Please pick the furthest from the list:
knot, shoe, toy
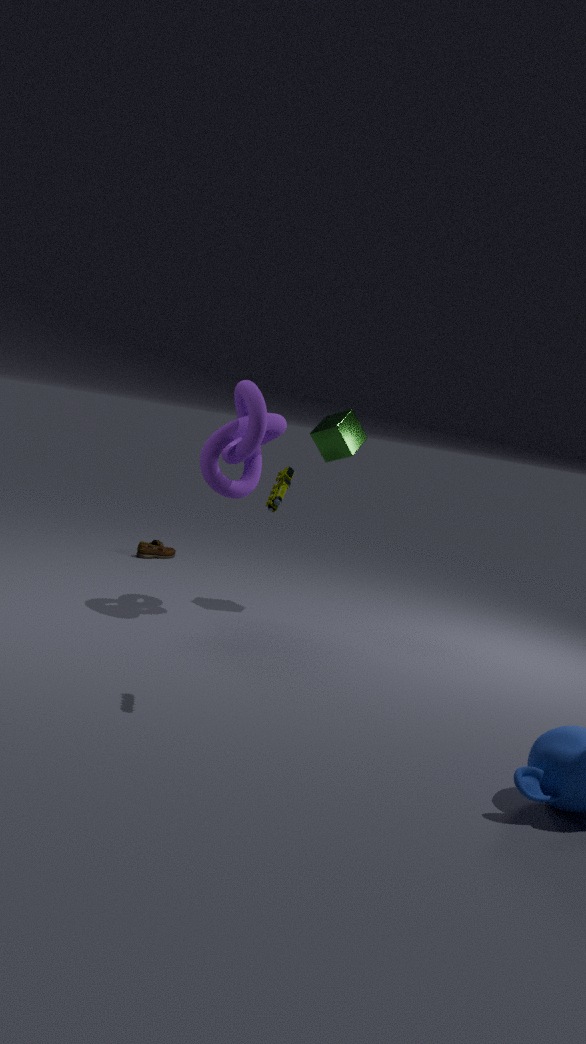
shoe
